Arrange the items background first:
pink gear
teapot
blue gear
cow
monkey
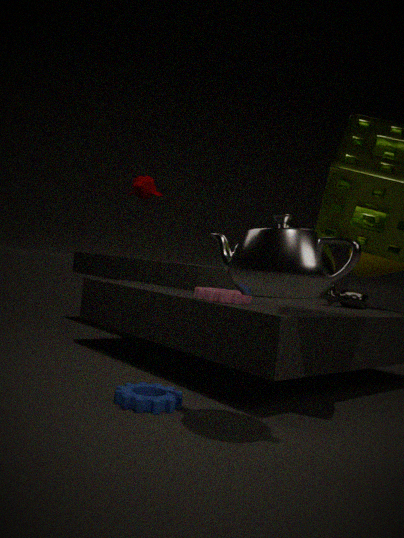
monkey, cow, pink gear, blue gear, teapot
